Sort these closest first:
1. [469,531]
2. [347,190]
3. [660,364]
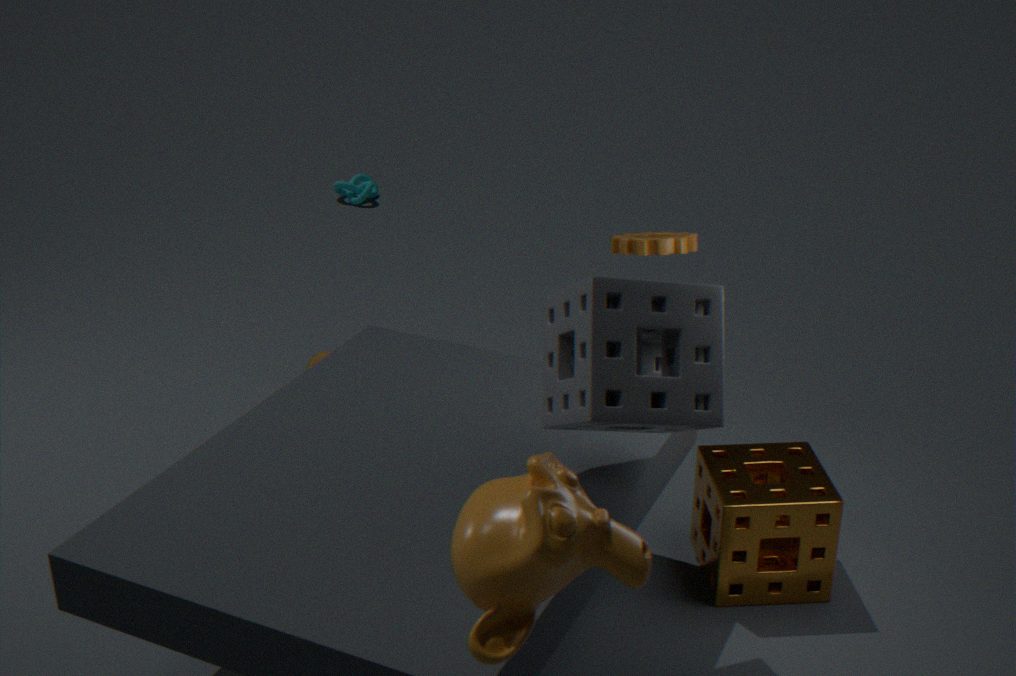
[469,531]
[660,364]
[347,190]
